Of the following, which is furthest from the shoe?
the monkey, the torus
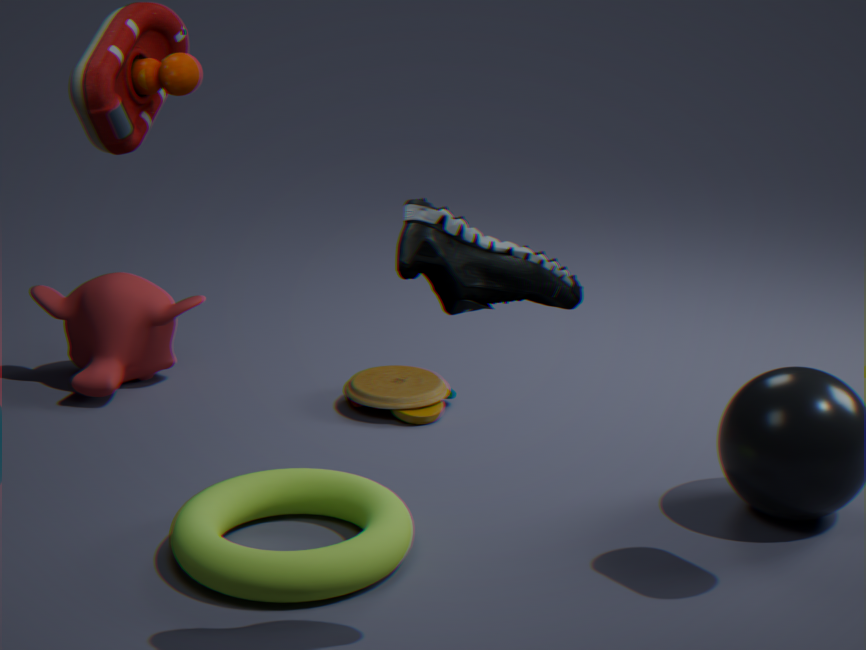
the monkey
